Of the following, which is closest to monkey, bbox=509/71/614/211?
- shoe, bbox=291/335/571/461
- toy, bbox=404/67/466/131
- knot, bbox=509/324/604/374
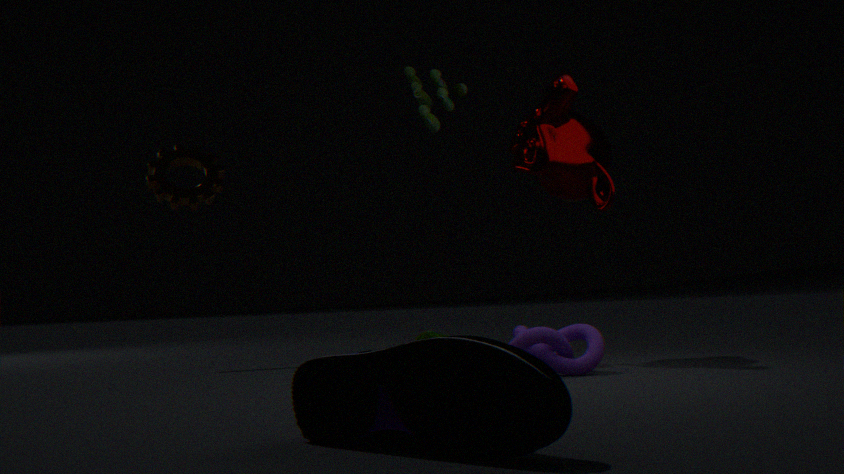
toy, bbox=404/67/466/131
